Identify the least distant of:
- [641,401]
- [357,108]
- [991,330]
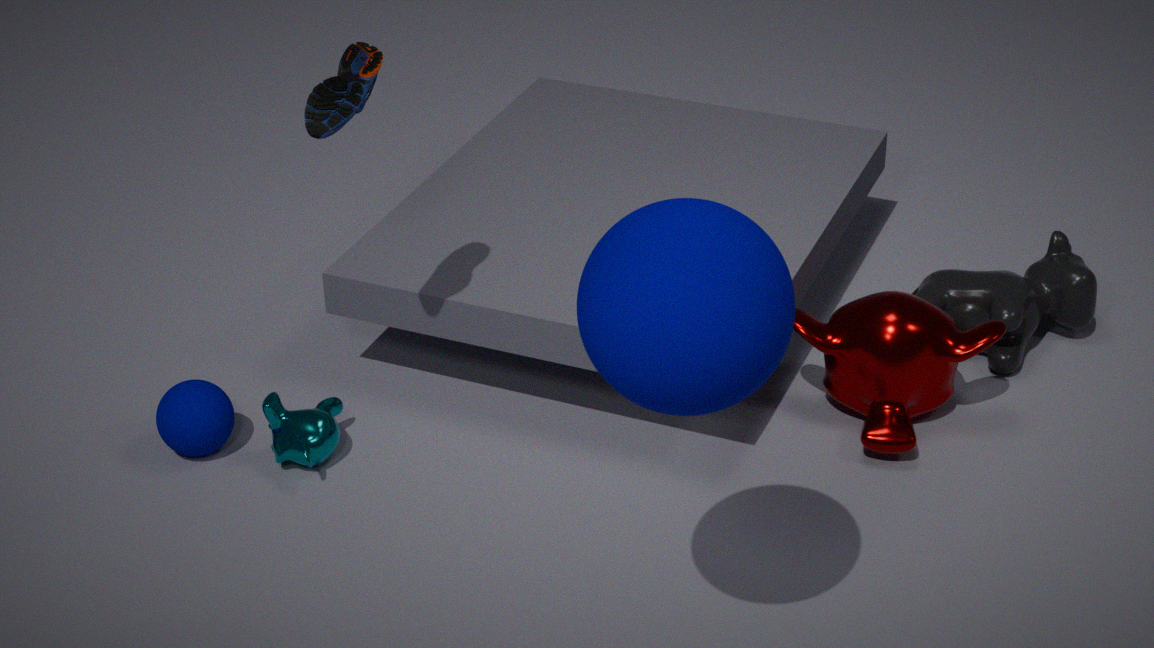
[641,401]
